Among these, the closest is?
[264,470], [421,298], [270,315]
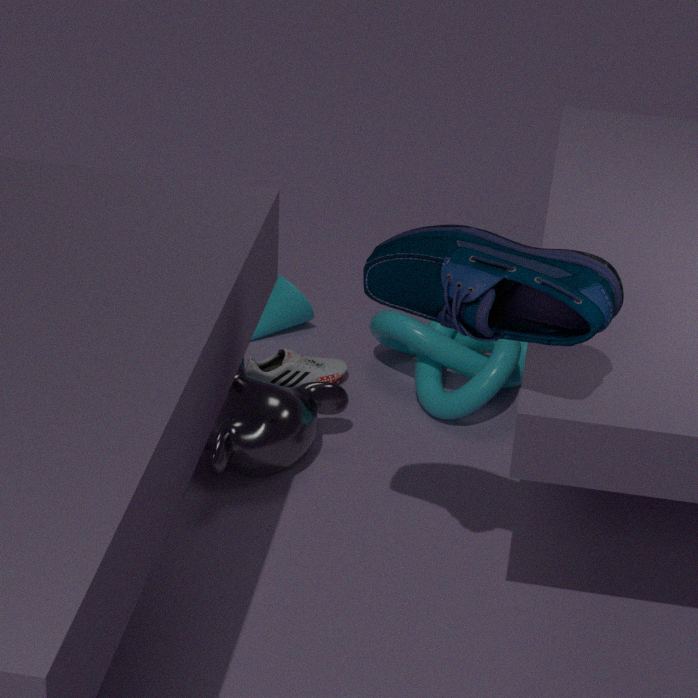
[421,298]
